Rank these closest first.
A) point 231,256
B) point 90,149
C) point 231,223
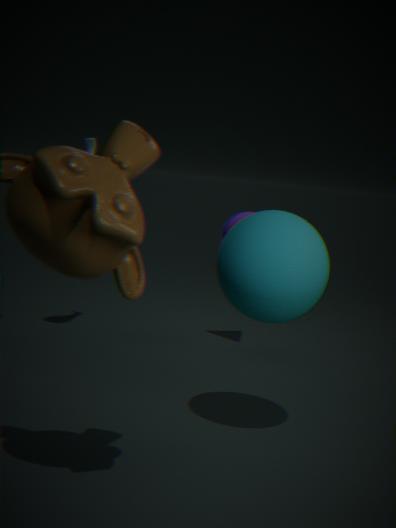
1. point 231,256
2. point 90,149
3. point 231,223
